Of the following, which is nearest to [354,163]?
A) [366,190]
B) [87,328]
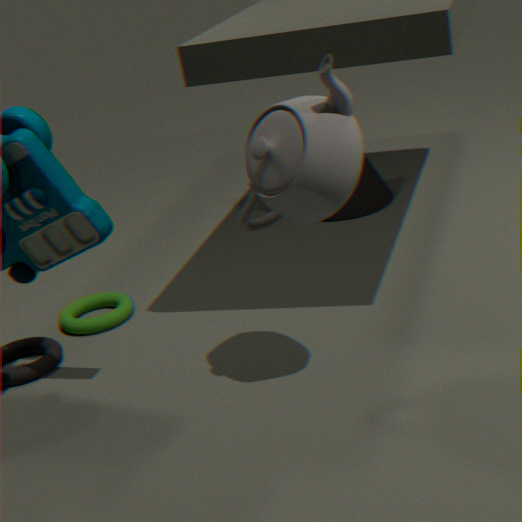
[87,328]
